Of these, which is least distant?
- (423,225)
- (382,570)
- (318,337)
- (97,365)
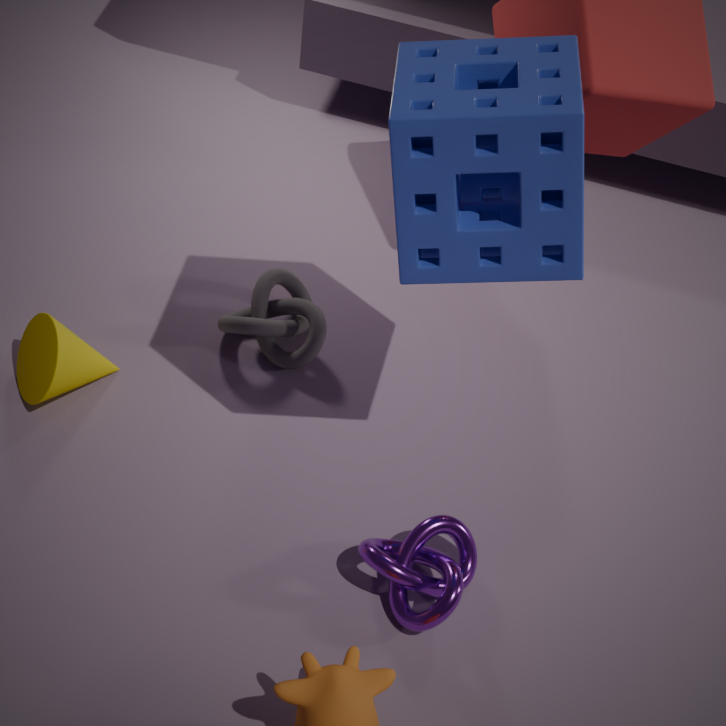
(423,225)
